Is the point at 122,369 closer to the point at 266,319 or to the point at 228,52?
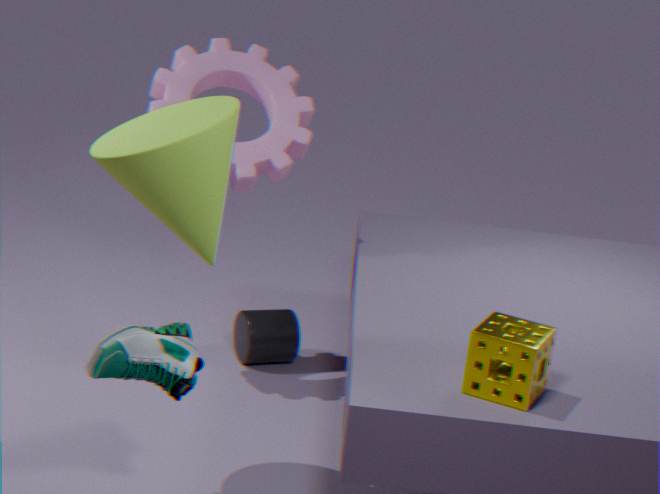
the point at 266,319
